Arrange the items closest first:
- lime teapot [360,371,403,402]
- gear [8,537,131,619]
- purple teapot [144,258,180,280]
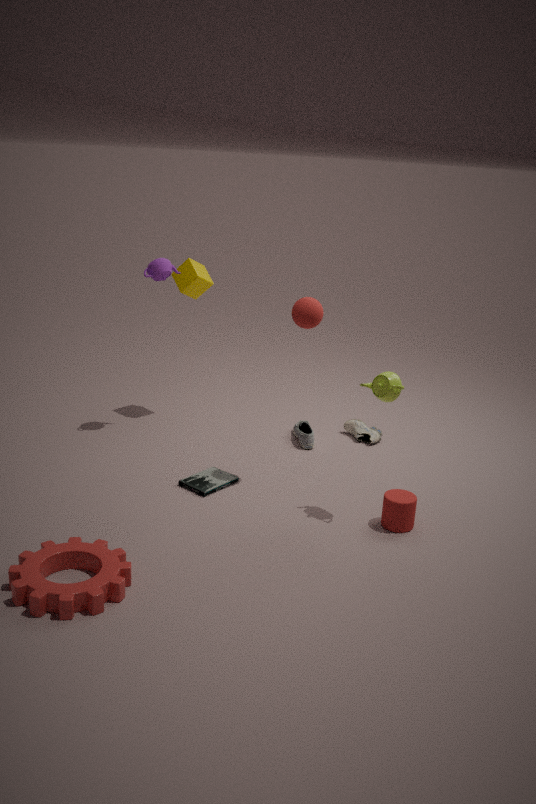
gear [8,537,131,619], lime teapot [360,371,403,402], purple teapot [144,258,180,280]
